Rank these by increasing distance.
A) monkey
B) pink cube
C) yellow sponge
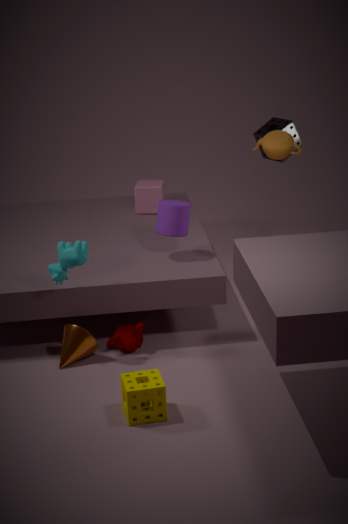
yellow sponge
monkey
pink cube
